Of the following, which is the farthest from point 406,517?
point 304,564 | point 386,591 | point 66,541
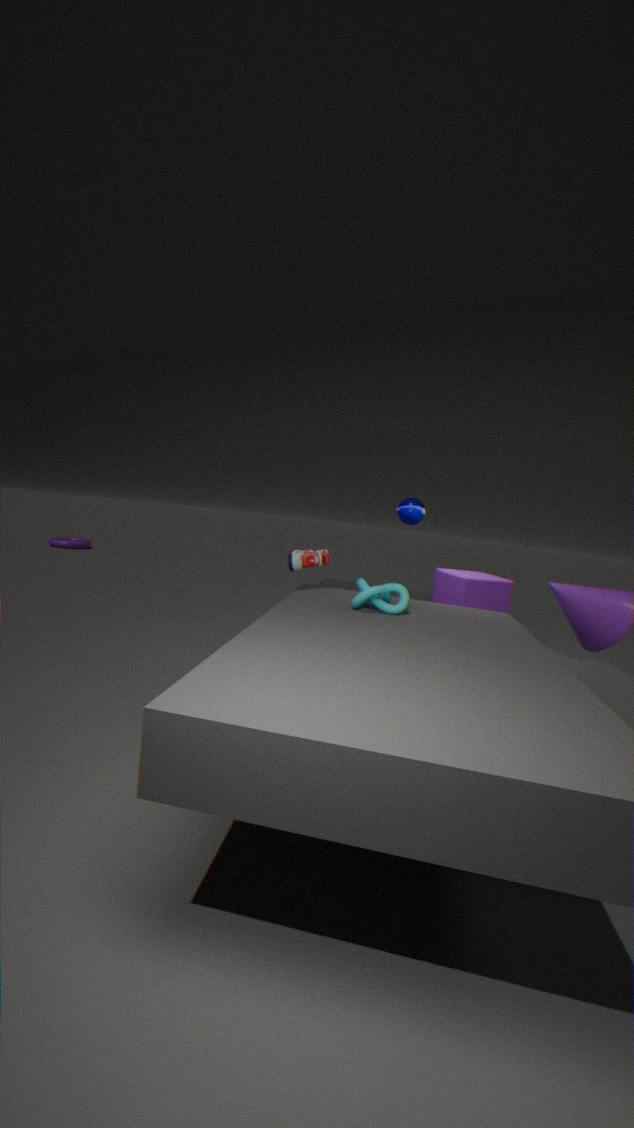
point 66,541
